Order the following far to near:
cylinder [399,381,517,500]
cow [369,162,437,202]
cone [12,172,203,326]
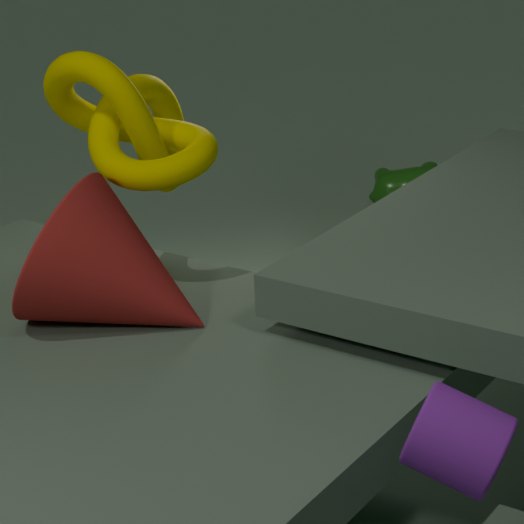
cow [369,162,437,202]
cone [12,172,203,326]
cylinder [399,381,517,500]
